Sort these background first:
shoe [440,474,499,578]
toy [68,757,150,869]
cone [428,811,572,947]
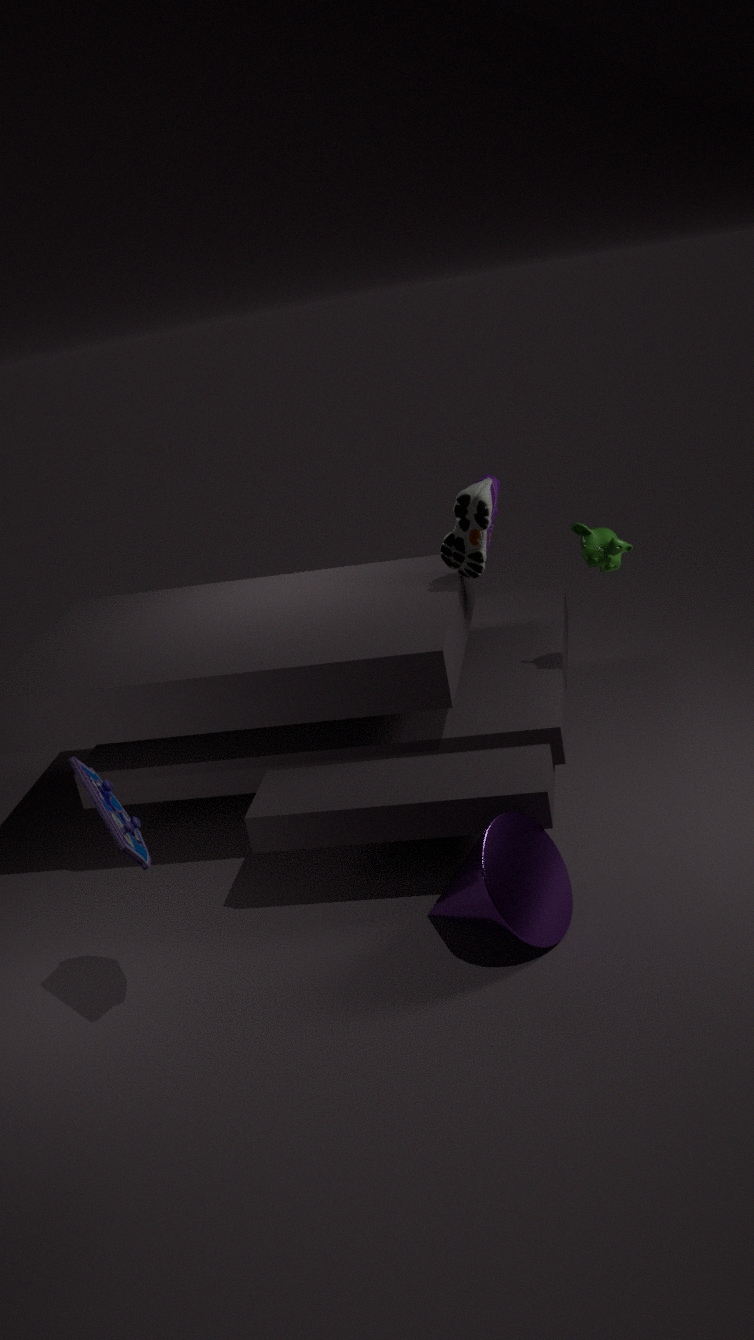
1. shoe [440,474,499,578]
2. cone [428,811,572,947]
3. toy [68,757,150,869]
